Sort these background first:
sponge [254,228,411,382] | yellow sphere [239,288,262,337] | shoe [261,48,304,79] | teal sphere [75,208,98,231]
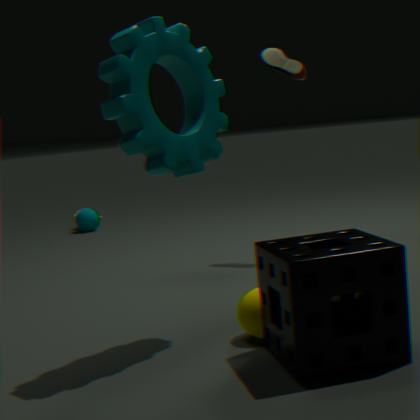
teal sphere [75,208,98,231]
shoe [261,48,304,79]
yellow sphere [239,288,262,337]
sponge [254,228,411,382]
